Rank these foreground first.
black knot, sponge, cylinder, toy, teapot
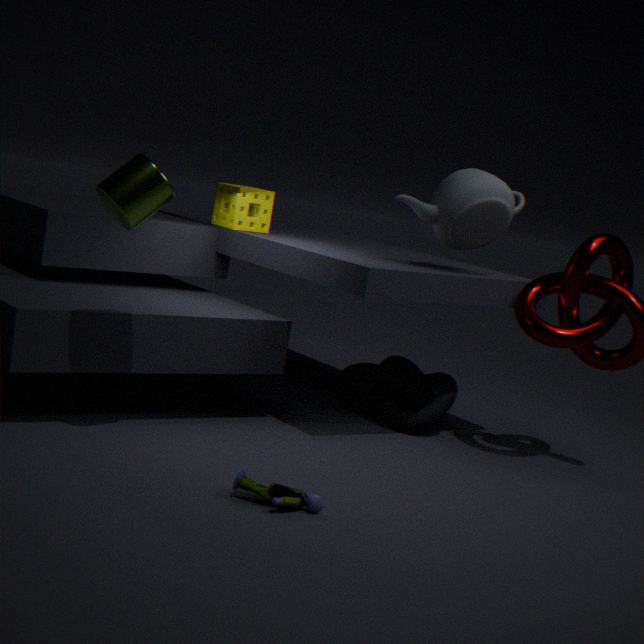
toy < cylinder < teapot < black knot < sponge
